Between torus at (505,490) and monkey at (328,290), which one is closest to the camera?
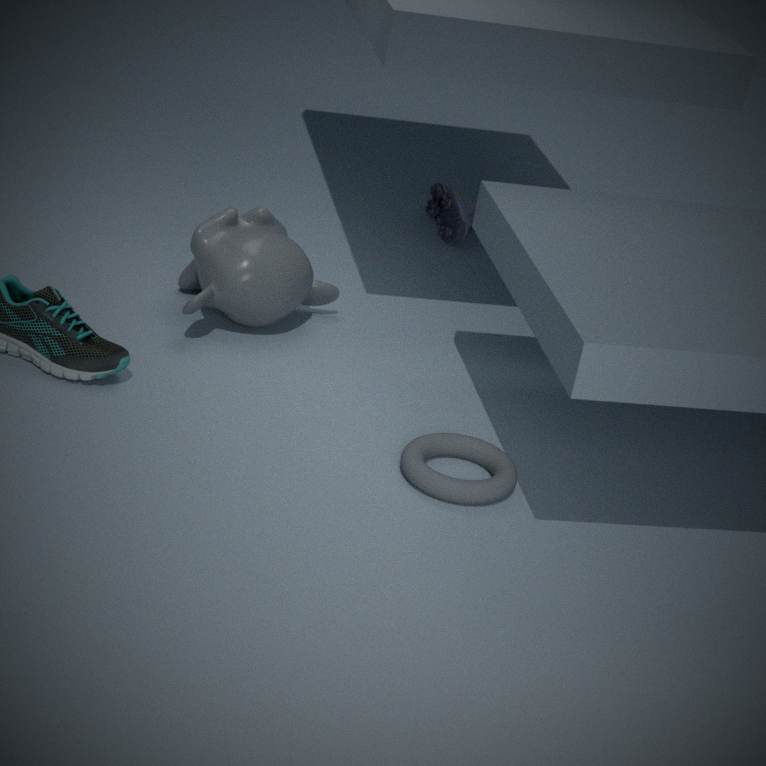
torus at (505,490)
